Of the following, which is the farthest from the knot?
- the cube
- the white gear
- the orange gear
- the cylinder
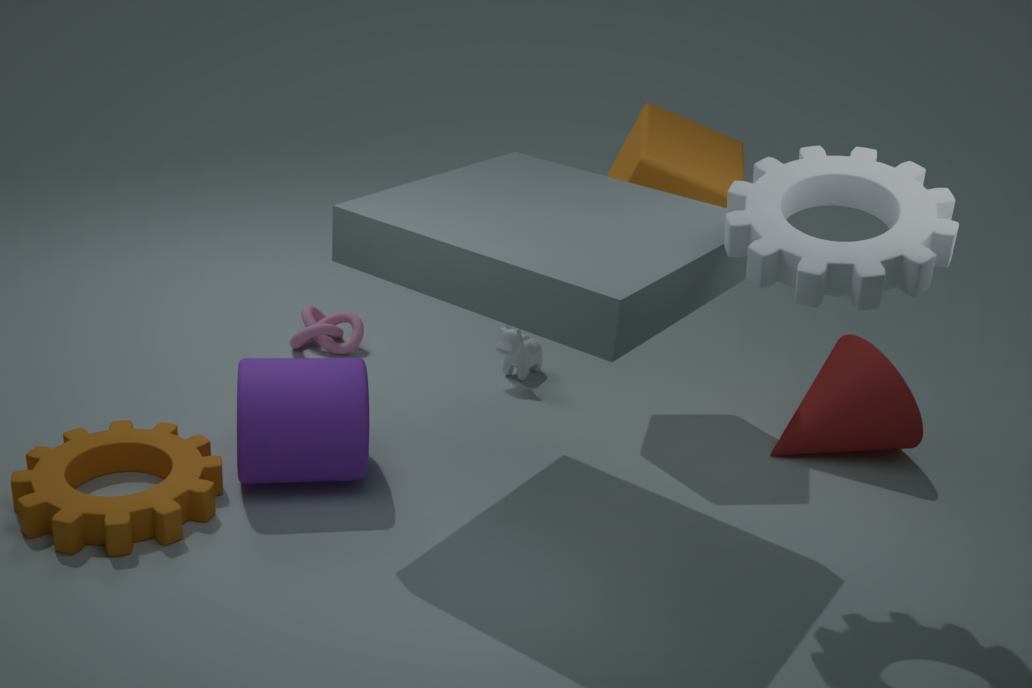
the white gear
